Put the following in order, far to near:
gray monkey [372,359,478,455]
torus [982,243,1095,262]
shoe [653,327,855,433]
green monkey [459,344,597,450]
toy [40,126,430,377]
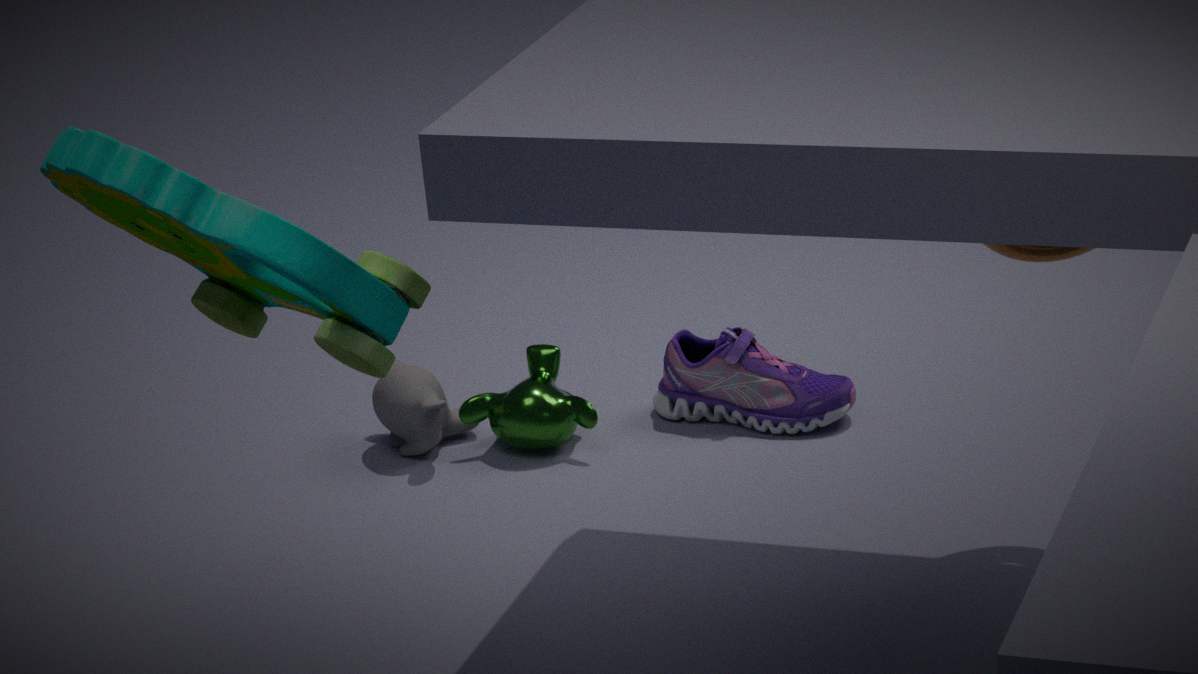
gray monkey [372,359,478,455] < shoe [653,327,855,433] < green monkey [459,344,597,450] < torus [982,243,1095,262] < toy [40,126,430,377]
